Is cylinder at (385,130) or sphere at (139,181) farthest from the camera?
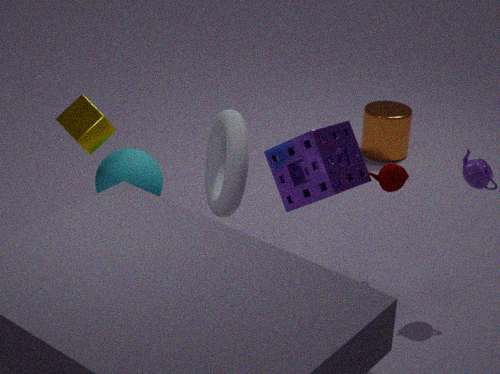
cylinder at (385,130)
